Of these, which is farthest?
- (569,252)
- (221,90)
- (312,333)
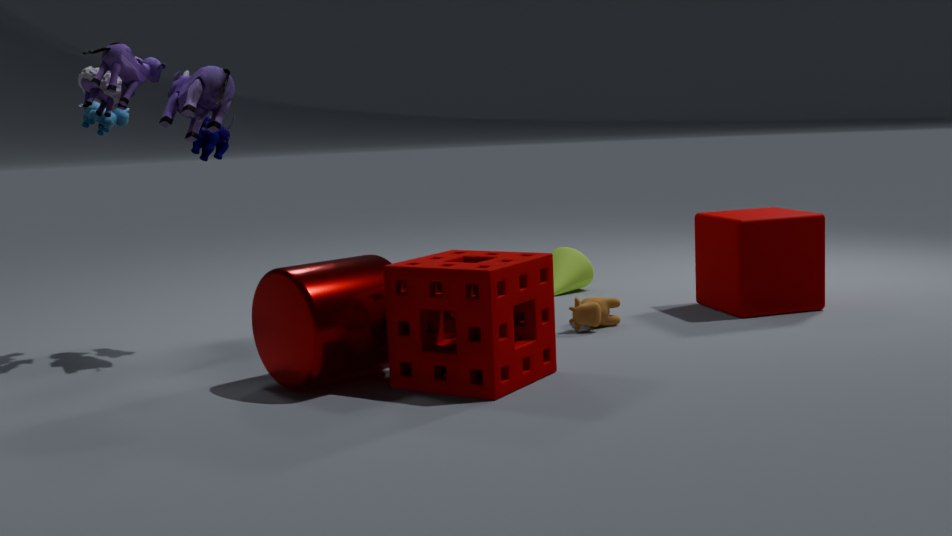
(569,252)
